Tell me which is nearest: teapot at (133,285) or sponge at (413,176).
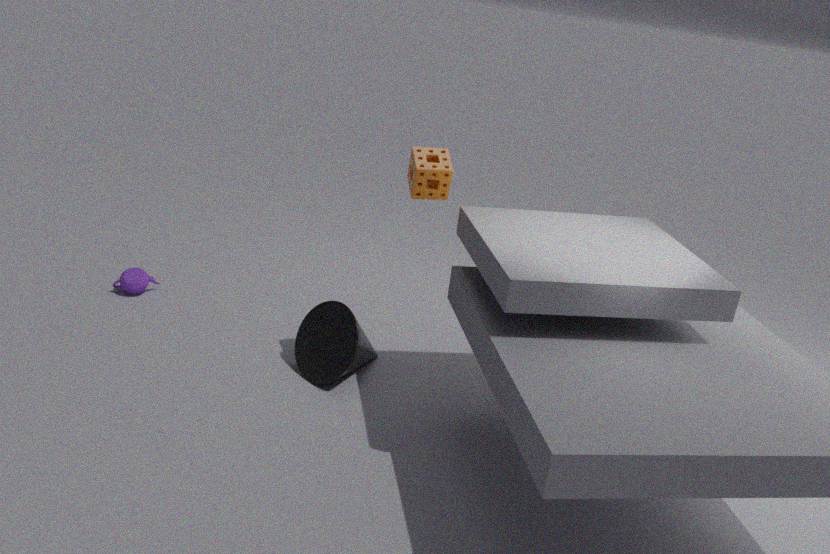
sponge at (413,176)
